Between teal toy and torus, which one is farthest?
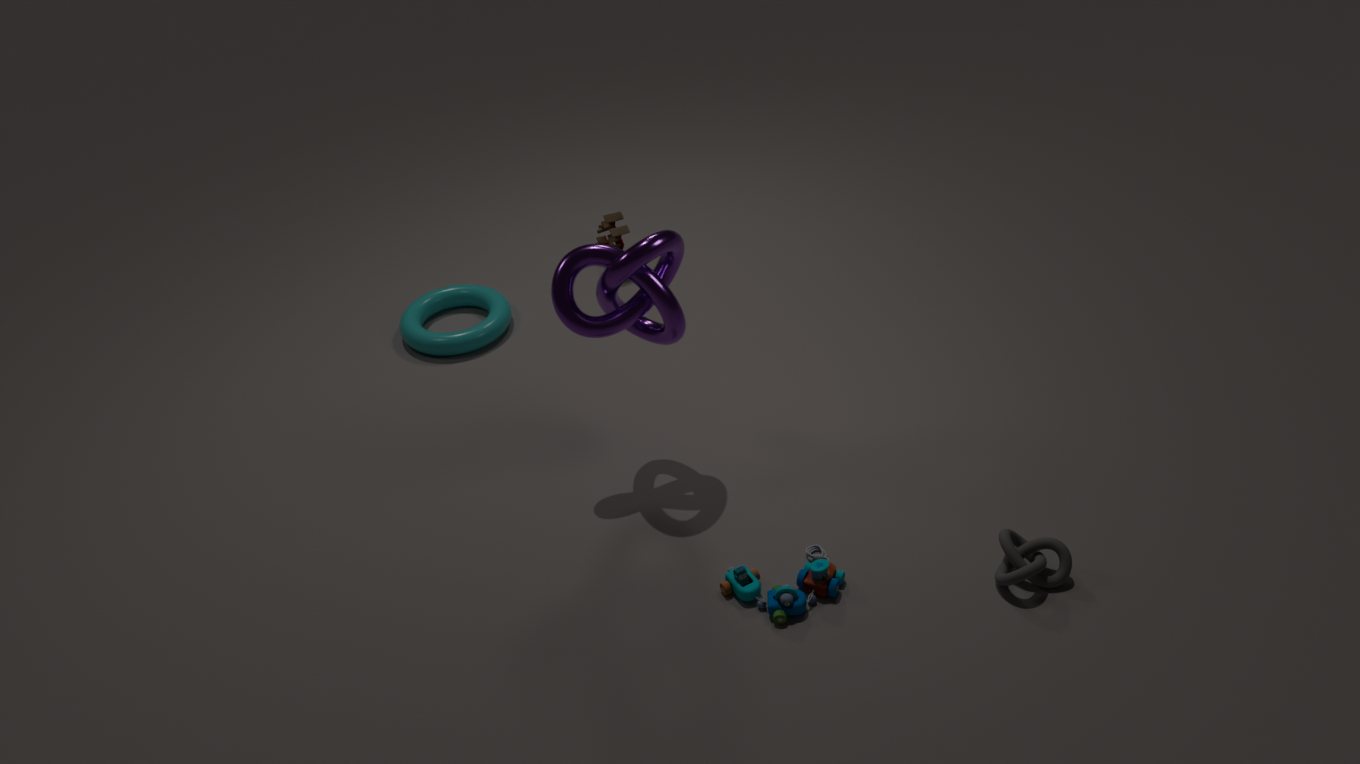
torus
